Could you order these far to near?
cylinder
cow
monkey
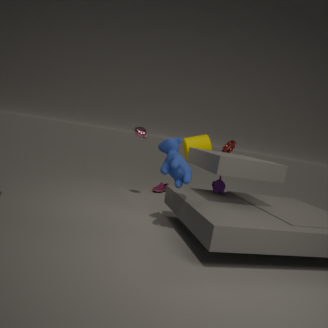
cylinder, monkey, cow
